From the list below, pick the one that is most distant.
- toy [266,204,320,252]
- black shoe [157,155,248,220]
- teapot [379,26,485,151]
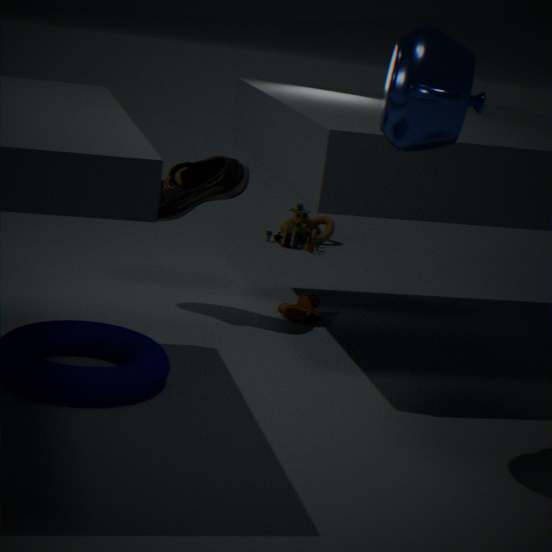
toy [266,204,320,252]
